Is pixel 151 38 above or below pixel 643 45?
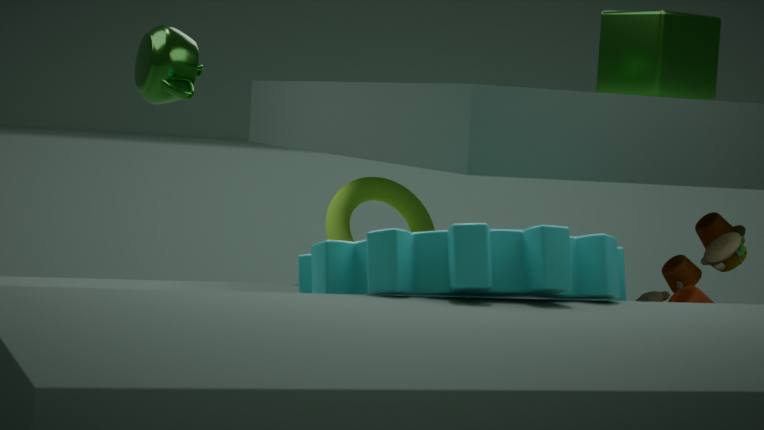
below
